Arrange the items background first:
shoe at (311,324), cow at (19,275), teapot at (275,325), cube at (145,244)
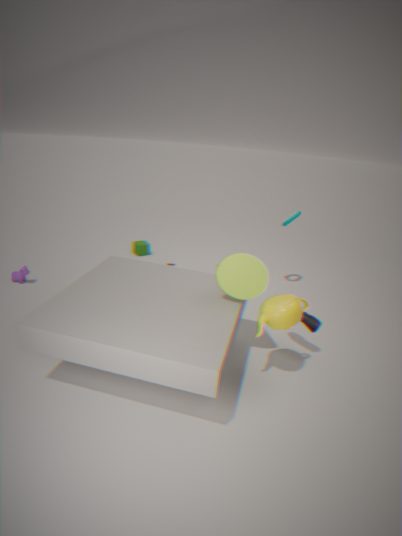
cube at (145,244) < cow at (19,275) < shoe at (311,324) < teapot at (275,325)
